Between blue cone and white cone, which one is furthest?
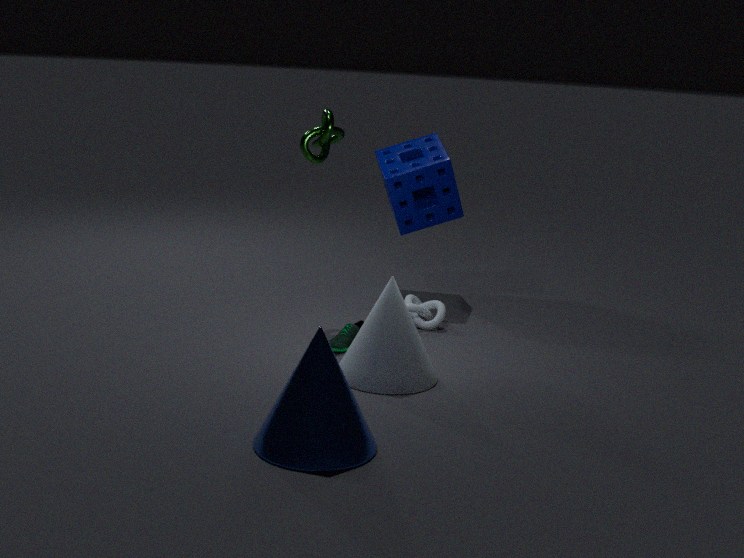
white cone
